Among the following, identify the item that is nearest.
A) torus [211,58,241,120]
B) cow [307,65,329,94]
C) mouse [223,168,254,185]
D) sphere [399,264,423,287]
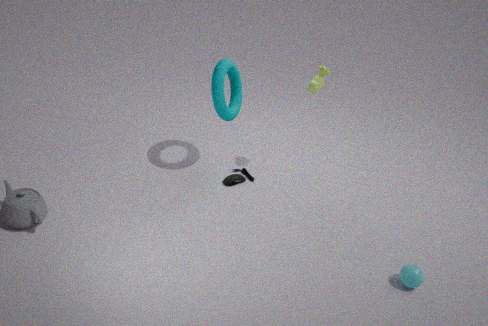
sphere [399,264,423,287]
